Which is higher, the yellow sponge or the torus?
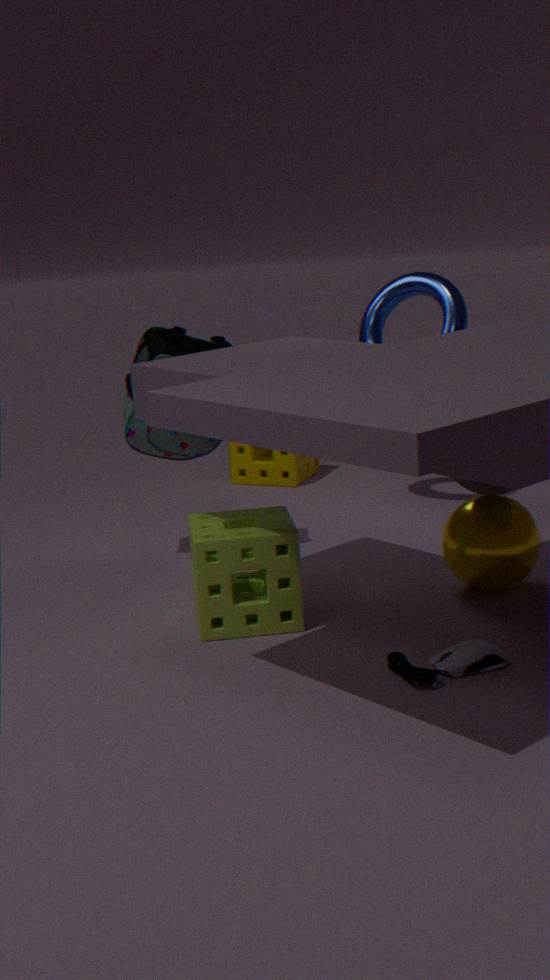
the torus
